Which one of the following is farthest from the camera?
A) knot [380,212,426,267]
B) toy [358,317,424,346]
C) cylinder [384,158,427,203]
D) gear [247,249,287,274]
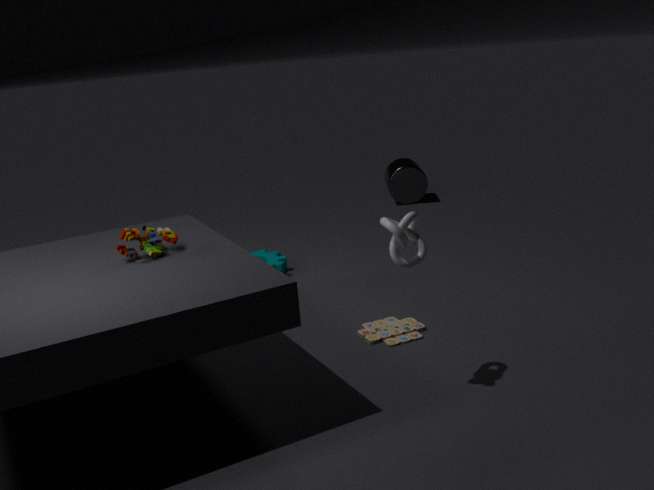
cylinder [384,158,427,203]
